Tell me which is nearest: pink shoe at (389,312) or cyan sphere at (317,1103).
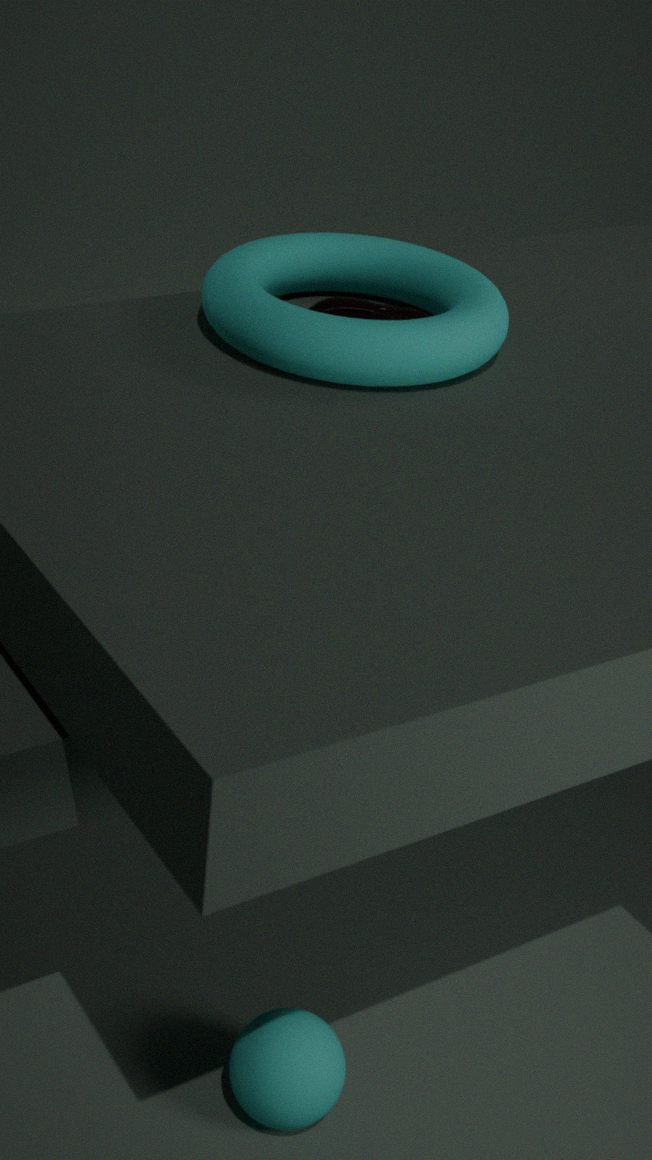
cyan sphere at (317,1103)
